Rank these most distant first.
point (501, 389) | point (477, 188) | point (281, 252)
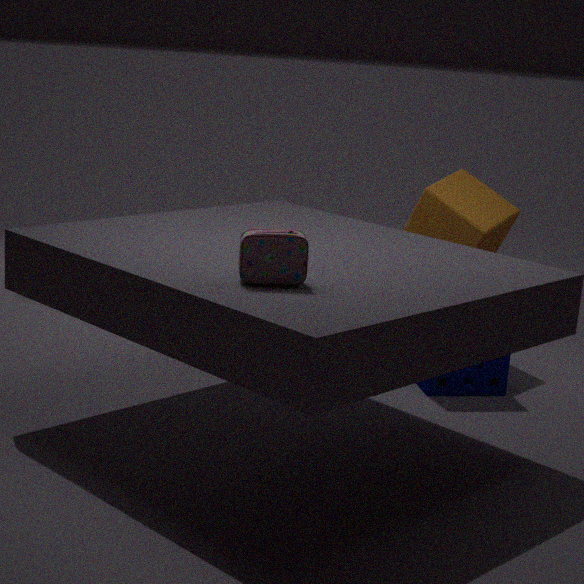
point (477, 188), point (501, 389), point (281, 252)
